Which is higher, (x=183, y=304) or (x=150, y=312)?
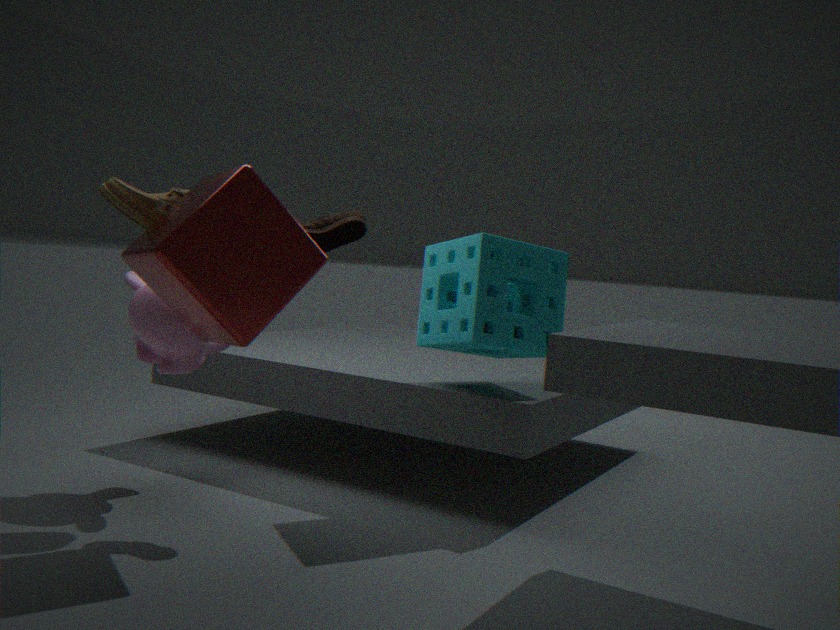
(x=183, y=304)
